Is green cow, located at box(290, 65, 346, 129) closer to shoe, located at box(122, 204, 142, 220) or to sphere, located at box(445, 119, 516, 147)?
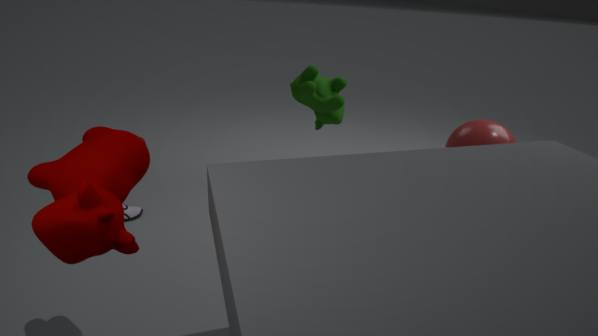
sphere, located at box(445, 119, 516, 147)
